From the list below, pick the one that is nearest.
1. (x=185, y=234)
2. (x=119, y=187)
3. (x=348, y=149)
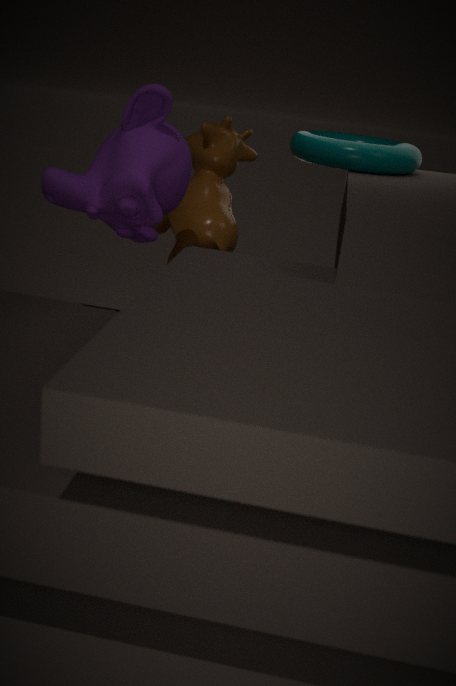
(x=119, y=187)
